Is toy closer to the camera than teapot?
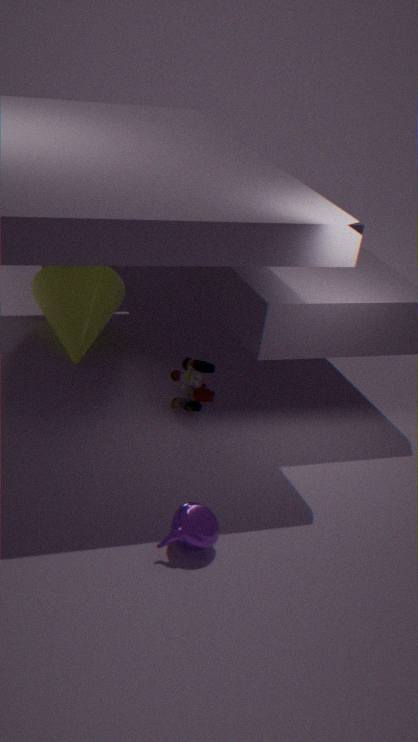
No
